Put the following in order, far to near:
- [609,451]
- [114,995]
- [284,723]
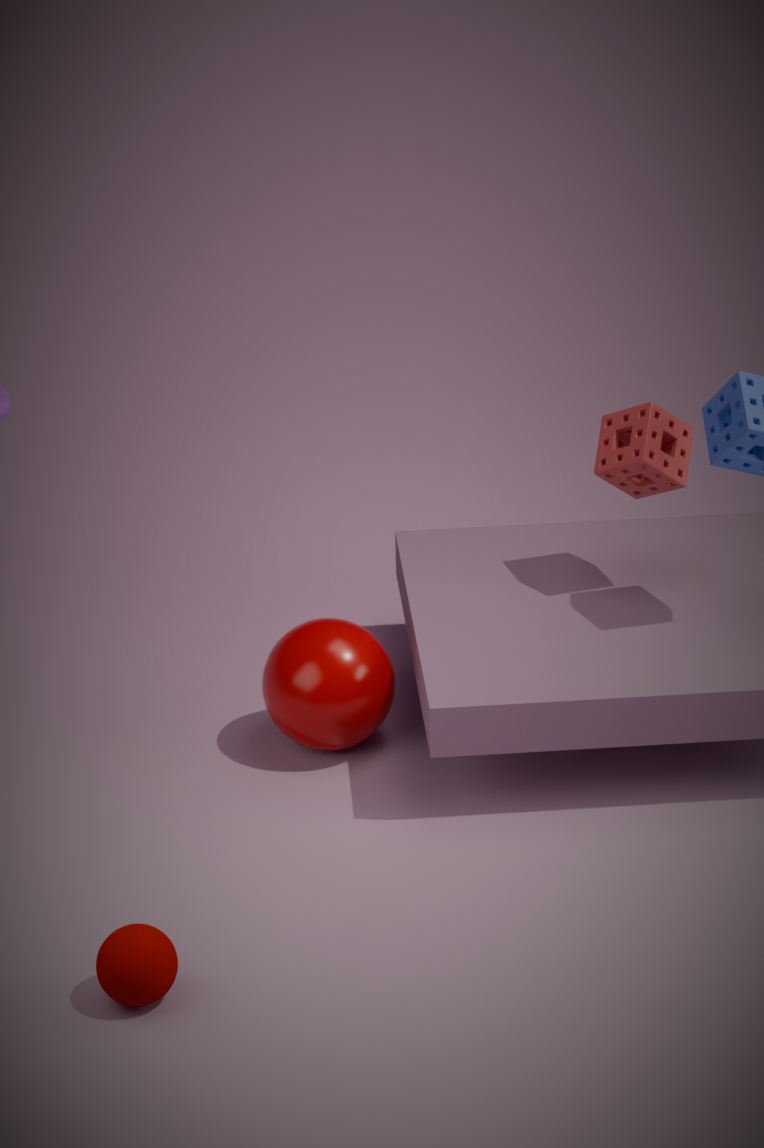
1. [609,451]
2. [284,723]
3. [114,995]
